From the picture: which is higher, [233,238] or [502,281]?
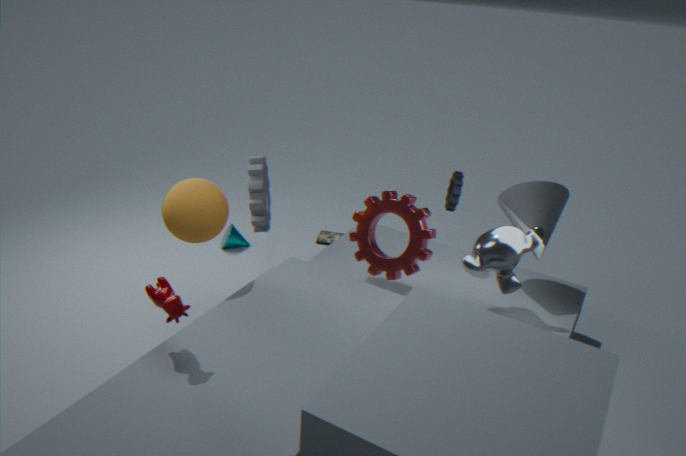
[502,281]
